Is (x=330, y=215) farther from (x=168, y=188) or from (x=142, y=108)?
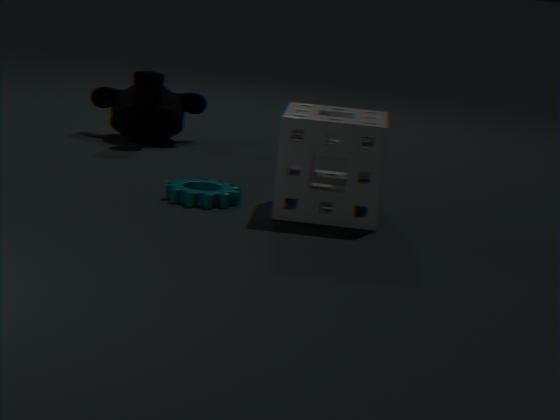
(x=142, y=108)
